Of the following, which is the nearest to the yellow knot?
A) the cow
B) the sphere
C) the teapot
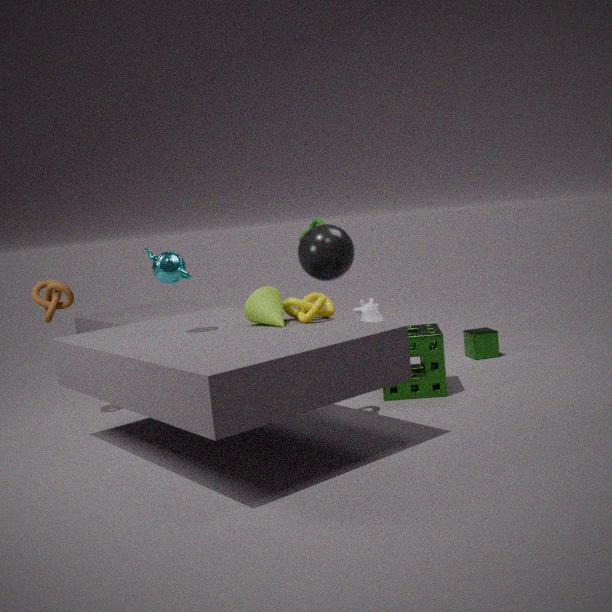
the teapot
